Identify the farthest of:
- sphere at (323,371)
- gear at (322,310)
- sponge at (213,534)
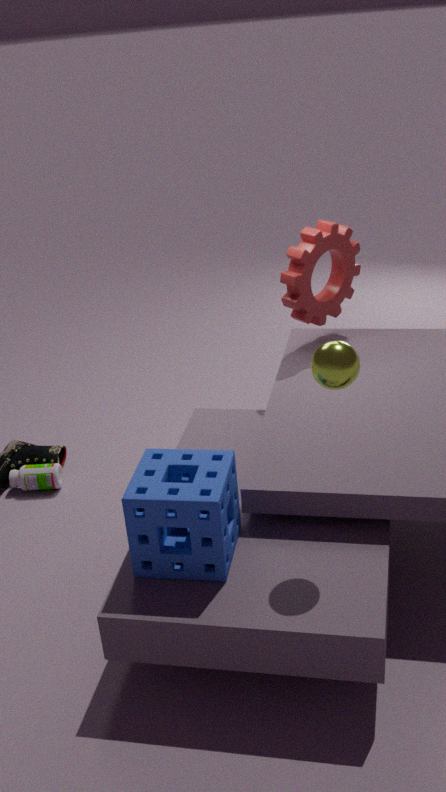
gear at (322,310)
